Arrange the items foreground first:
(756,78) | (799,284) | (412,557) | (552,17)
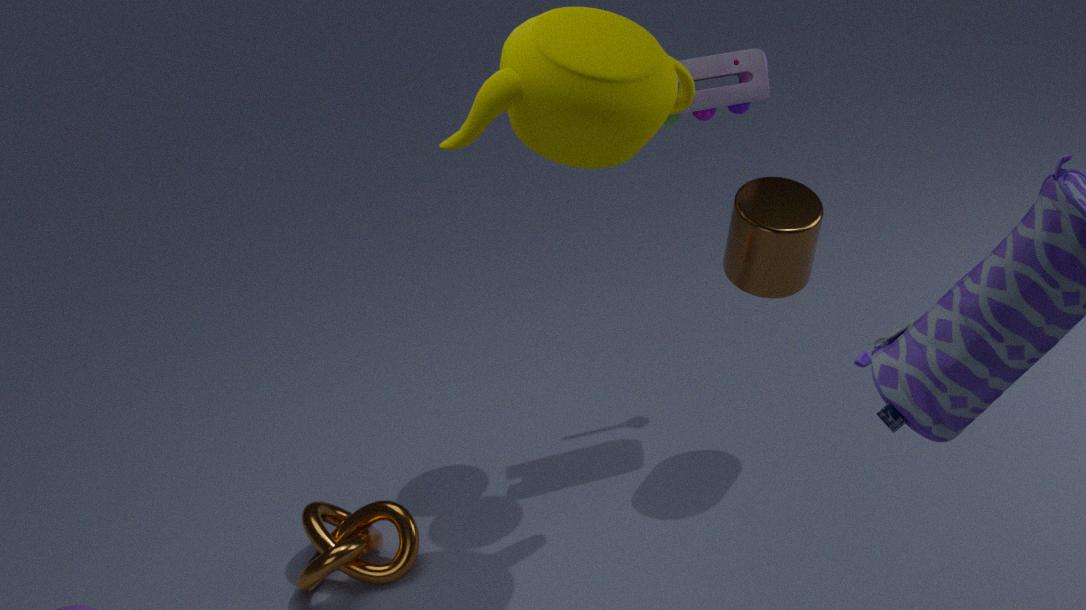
(552,17), (756,78), (799,284), (412,557)
